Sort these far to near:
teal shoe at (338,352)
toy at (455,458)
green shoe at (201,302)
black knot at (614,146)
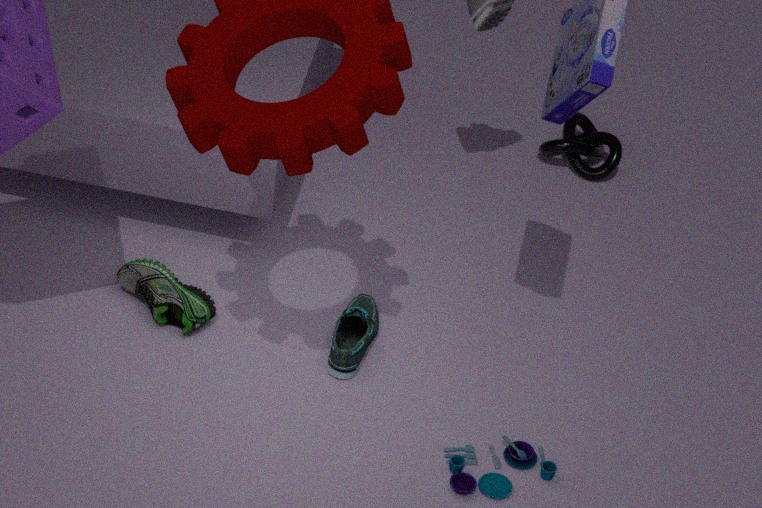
black knot at (614,146), green shoe at (201,302), teal shoe at (338,352), toy at (455,458)
